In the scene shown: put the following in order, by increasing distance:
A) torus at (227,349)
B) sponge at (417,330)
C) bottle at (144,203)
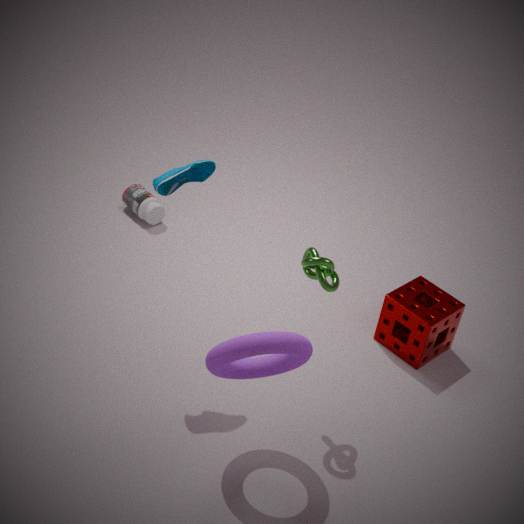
torus at (227,349) → sponge at (417,330) → bottle at (144,203)
